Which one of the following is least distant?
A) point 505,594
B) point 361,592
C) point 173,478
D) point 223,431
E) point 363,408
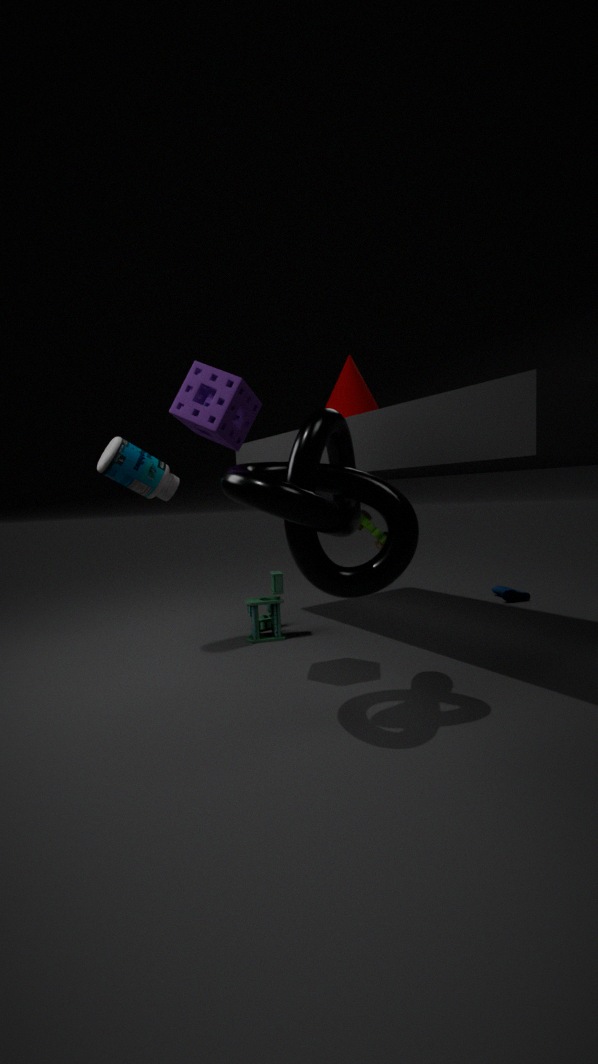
point 361,592
